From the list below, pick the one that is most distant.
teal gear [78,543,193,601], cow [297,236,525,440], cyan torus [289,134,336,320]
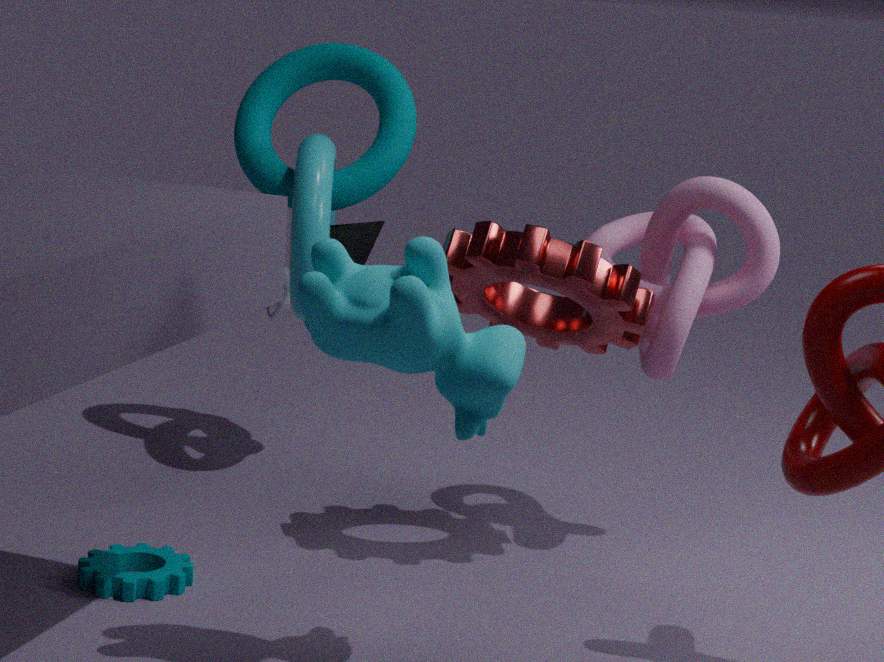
cyan torus [289,134,336,320]
